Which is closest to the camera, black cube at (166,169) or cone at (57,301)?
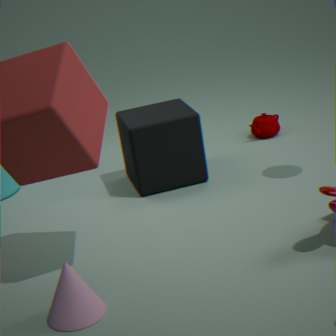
cone at (57,301)
